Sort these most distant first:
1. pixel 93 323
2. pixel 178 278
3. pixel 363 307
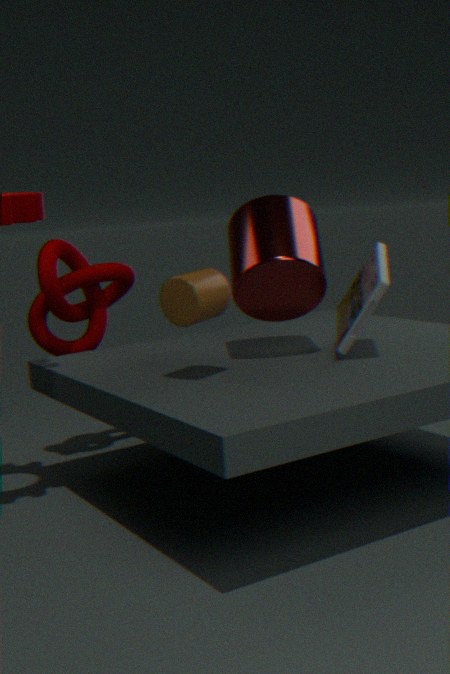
pixel 93 323 → pixel 363 307 → pixel 178 278
